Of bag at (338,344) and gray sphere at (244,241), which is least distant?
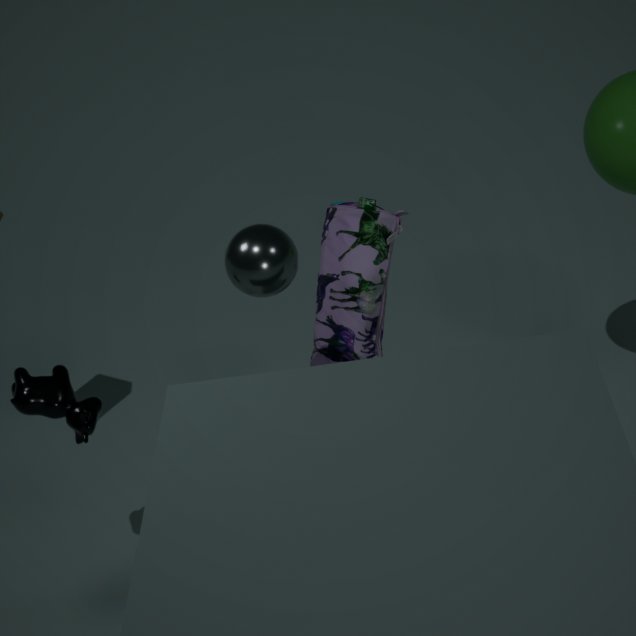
gray sphere at (244,241)
